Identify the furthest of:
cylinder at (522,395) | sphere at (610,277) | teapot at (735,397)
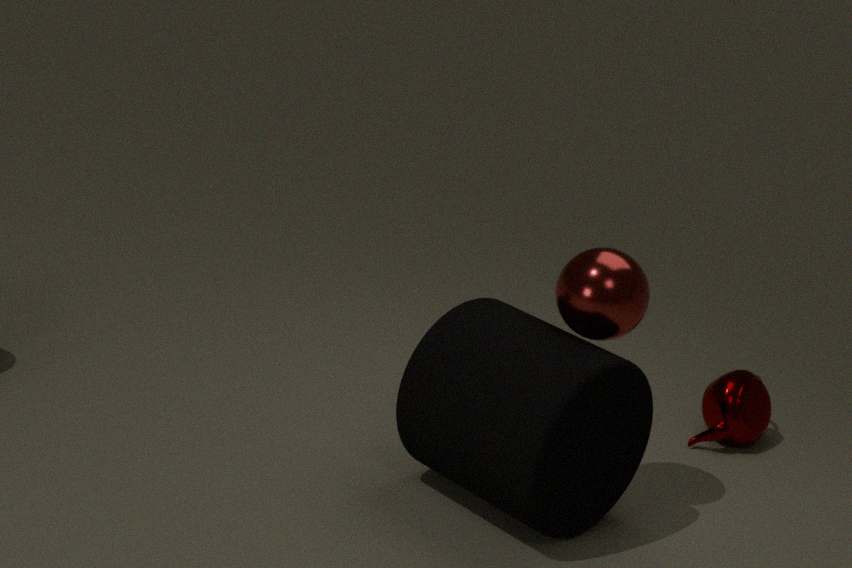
teapot at (735,397)
